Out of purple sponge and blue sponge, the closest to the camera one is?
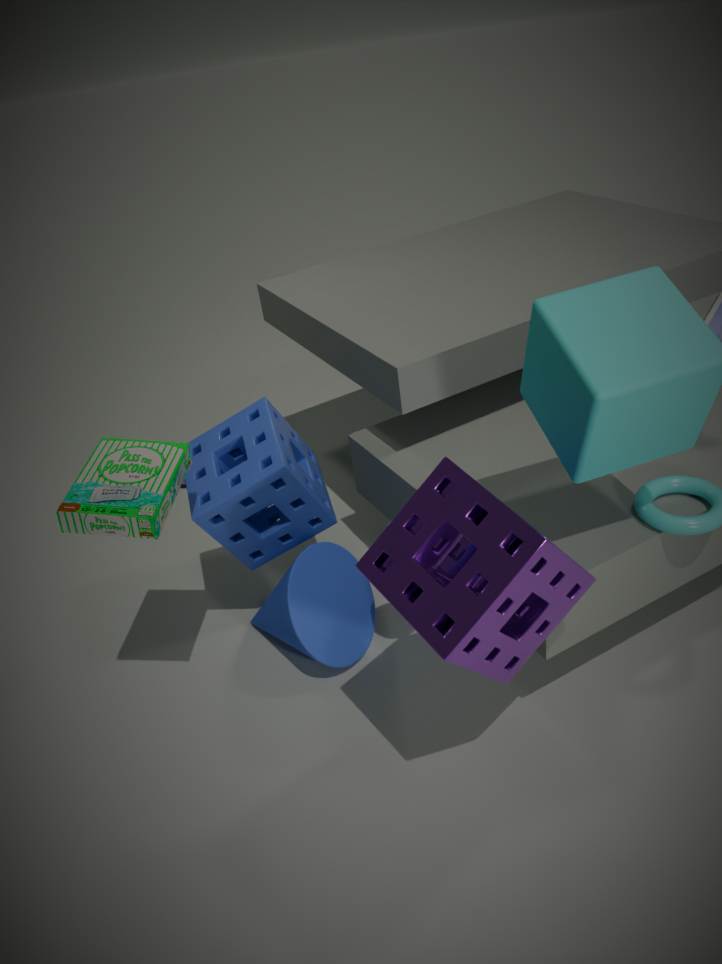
purple sponge
